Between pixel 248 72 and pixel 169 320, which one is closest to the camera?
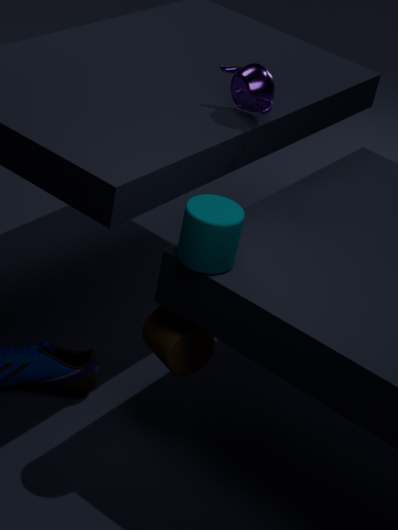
pixel 169 320
